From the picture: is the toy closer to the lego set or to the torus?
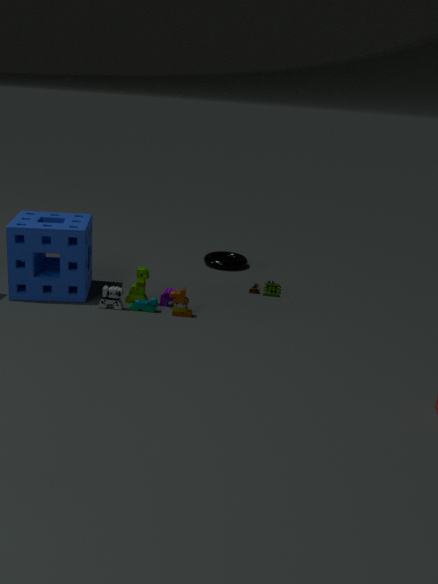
the torus
